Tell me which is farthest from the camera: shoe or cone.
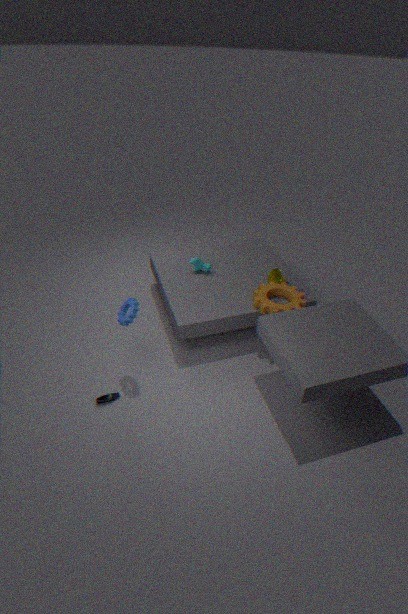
cone
